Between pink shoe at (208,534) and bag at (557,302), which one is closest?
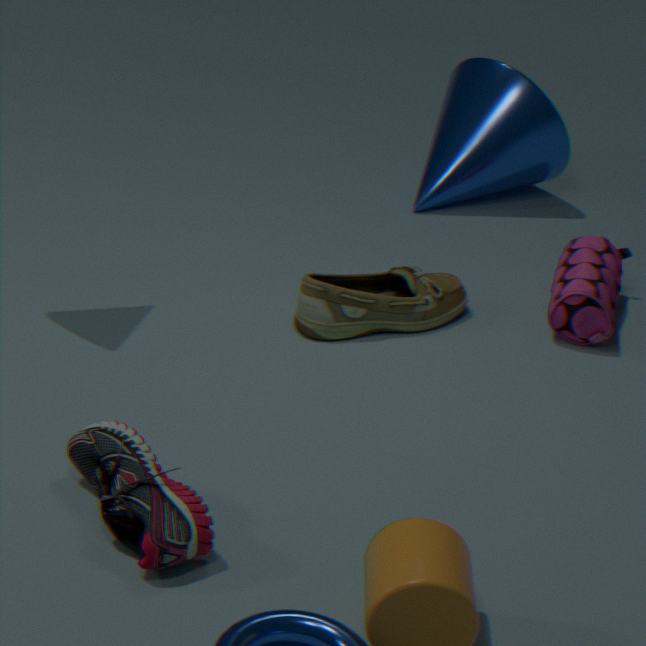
pink shoe at (208,534)
